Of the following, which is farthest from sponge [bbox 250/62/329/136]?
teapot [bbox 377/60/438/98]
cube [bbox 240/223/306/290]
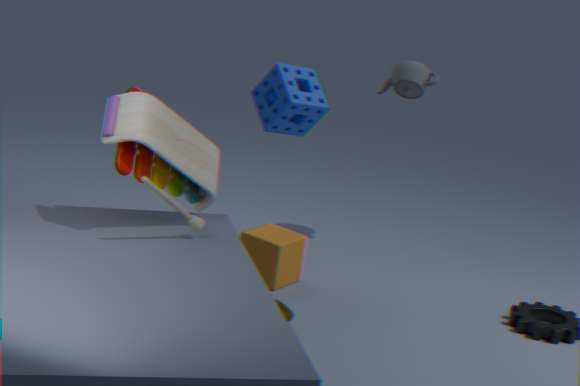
teapot [bbox 377/60/438/98]
